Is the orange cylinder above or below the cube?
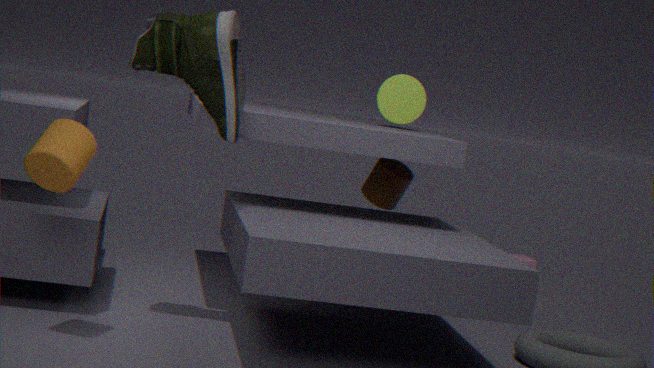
above
